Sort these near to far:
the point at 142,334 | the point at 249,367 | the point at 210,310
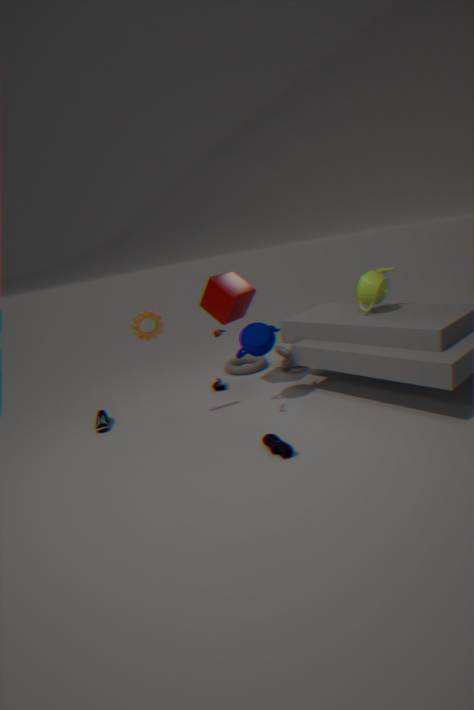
the point at 142,334, the point at 210,310, the point at 249,367
